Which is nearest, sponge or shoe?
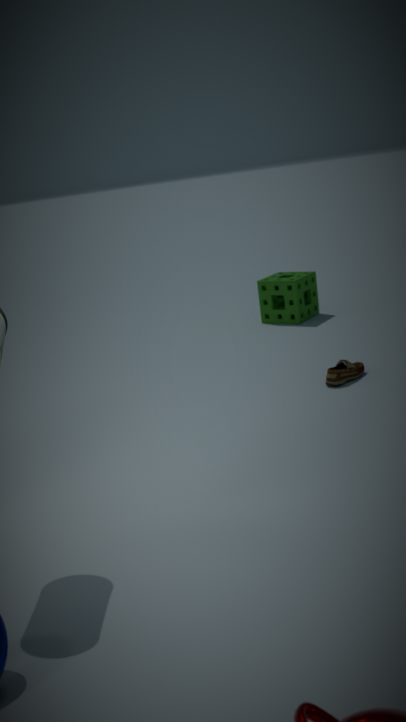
shoe
